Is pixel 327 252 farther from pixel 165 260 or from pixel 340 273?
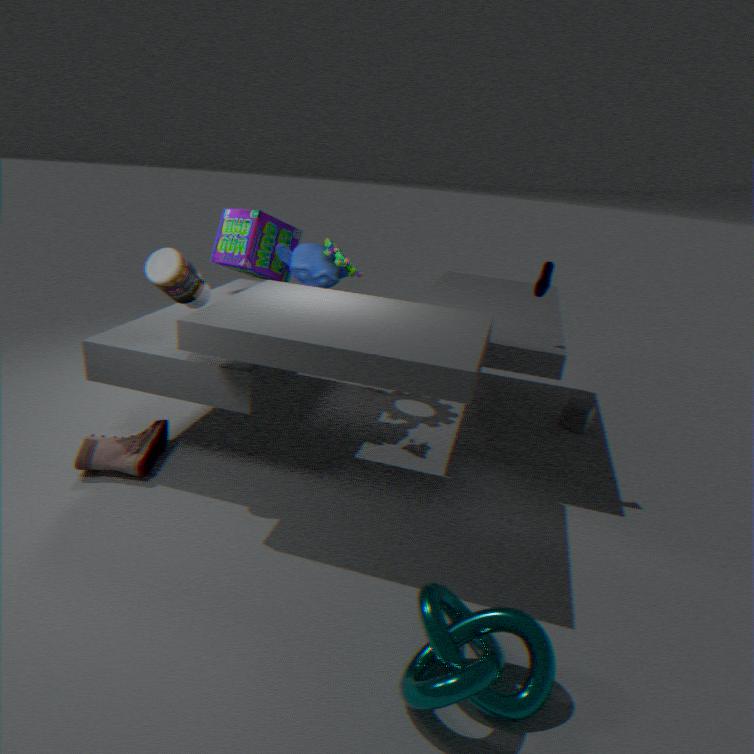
pixel 165 260
